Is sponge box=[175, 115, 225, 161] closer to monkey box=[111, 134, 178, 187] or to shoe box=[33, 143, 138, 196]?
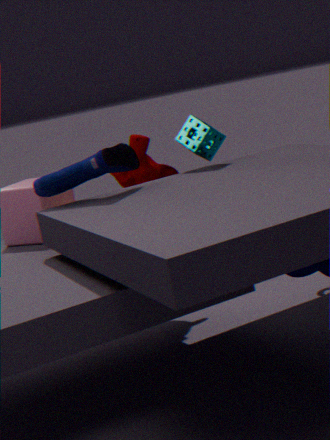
monkey box=[111, 134, 178, 187]
